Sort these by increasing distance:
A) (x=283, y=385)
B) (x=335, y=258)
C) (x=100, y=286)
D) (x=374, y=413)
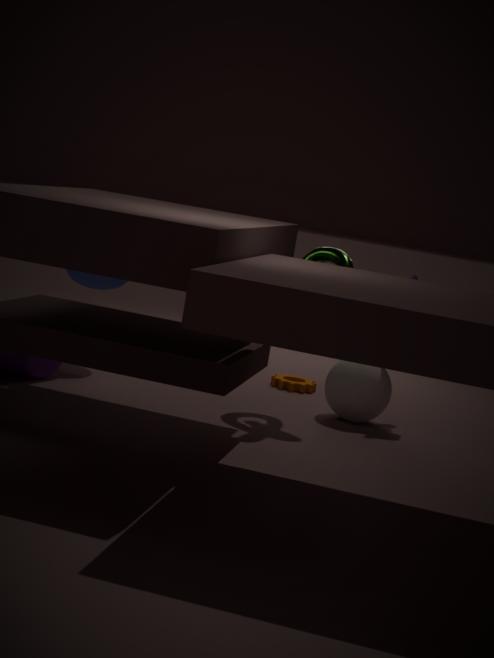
(x=335, y=258)
(x=374, y=413)
(x=100, y=286)
(x=283, y=385)
